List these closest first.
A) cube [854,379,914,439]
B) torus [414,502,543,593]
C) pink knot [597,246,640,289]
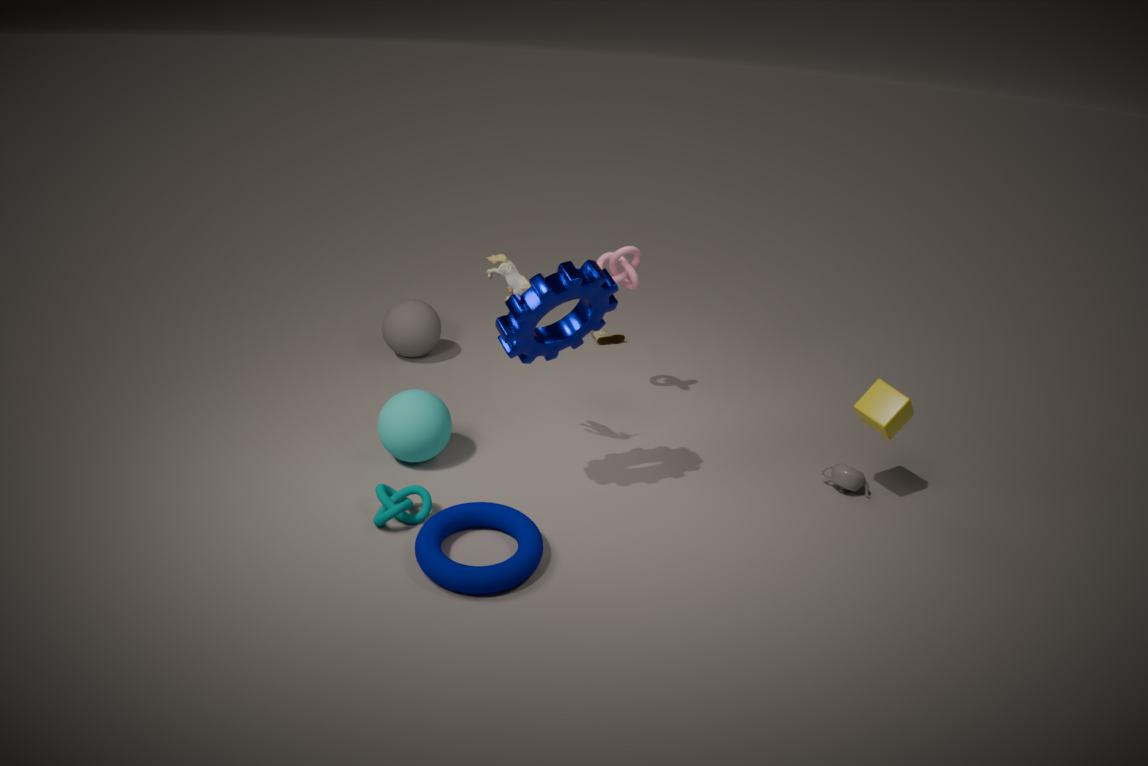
torus [414,502,543,593]
cube [854,379,914,439]
pink knot [597,246,640,289]
